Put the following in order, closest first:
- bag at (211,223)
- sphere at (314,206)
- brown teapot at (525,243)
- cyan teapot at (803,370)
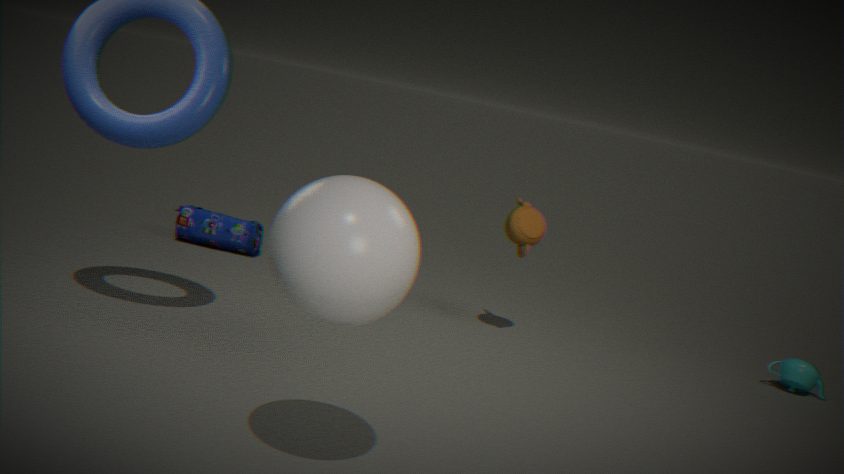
sphere at (314,206)
brown teapot at (525,243)
cyan teapot at (803,370)
bag at (211,223)
